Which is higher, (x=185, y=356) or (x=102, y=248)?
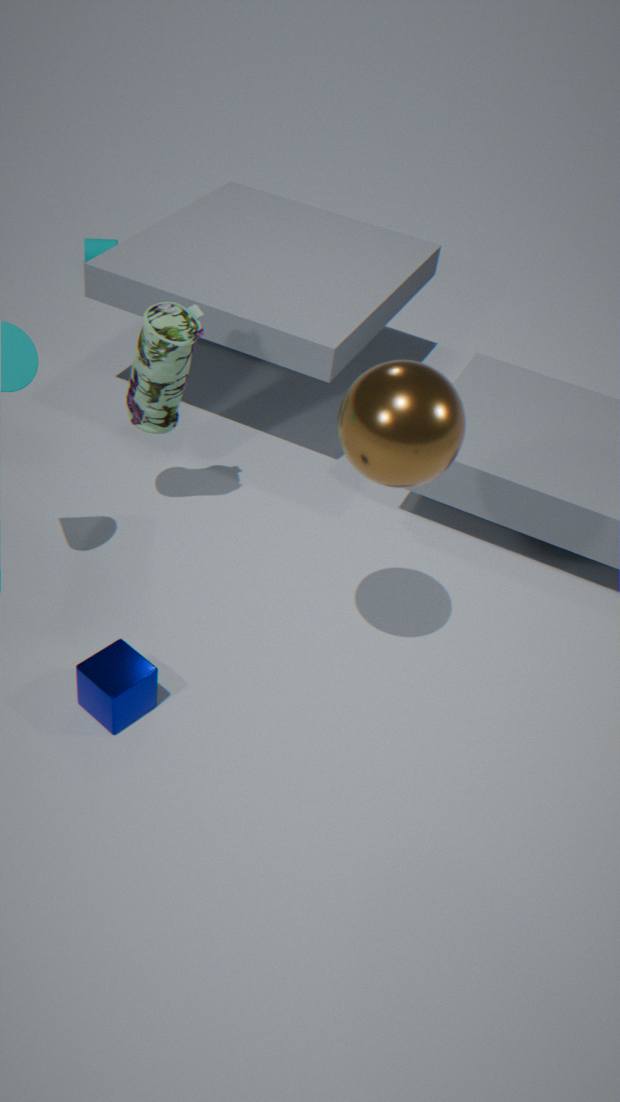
(x=185, y=356)
